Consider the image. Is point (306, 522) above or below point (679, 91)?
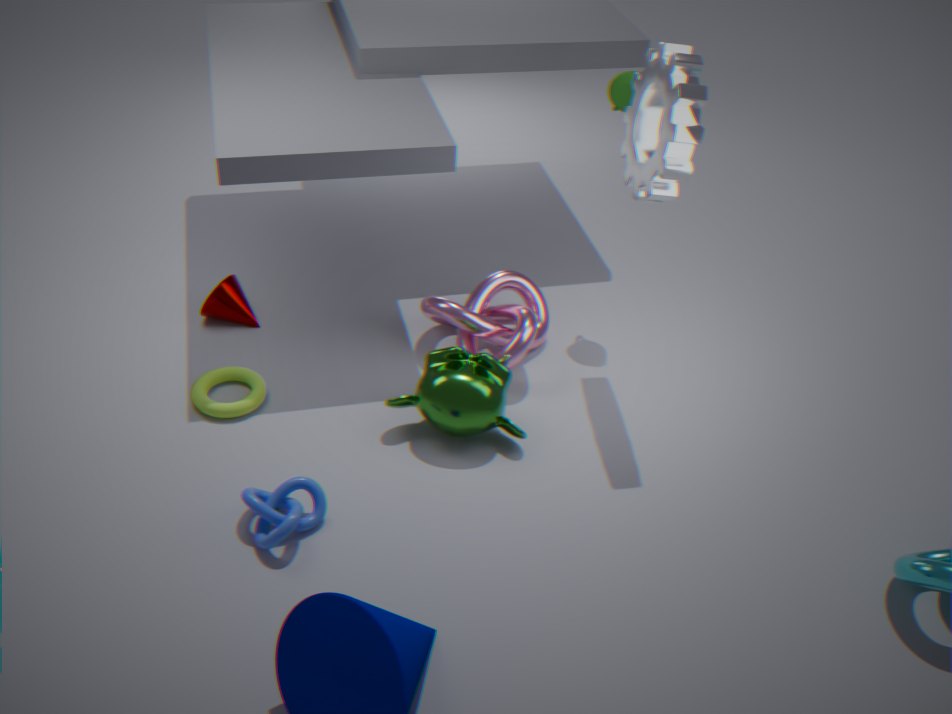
below
